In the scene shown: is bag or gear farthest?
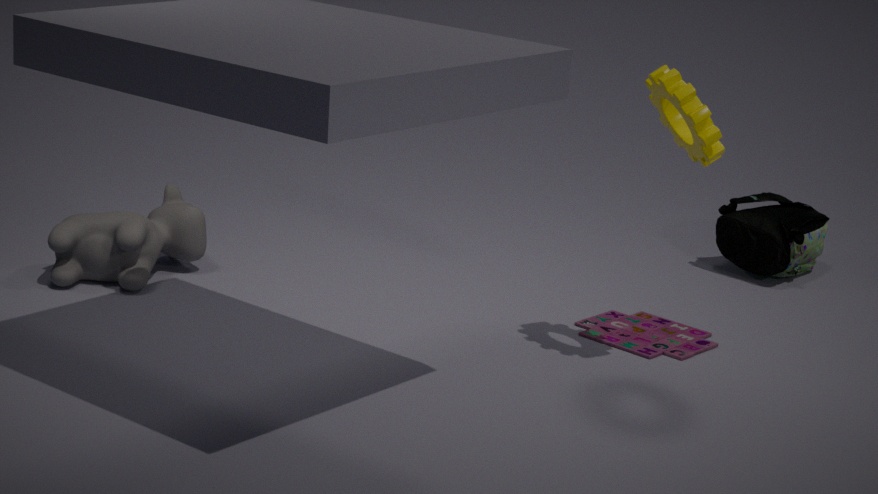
bag
